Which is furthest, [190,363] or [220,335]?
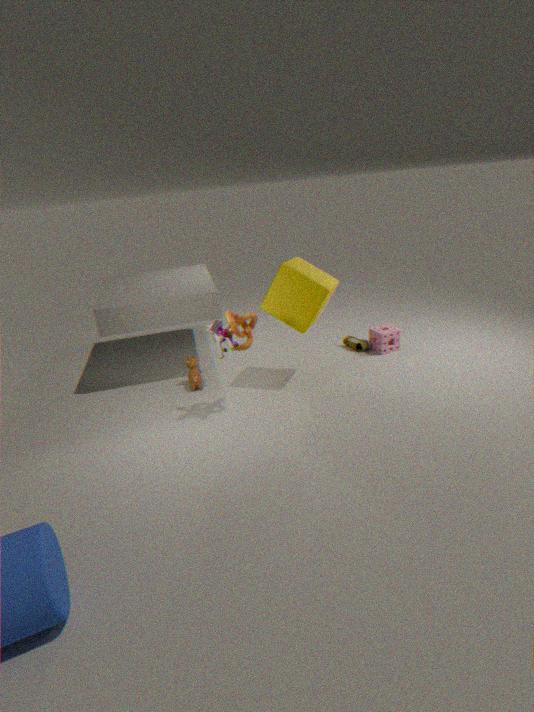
[190,363]
